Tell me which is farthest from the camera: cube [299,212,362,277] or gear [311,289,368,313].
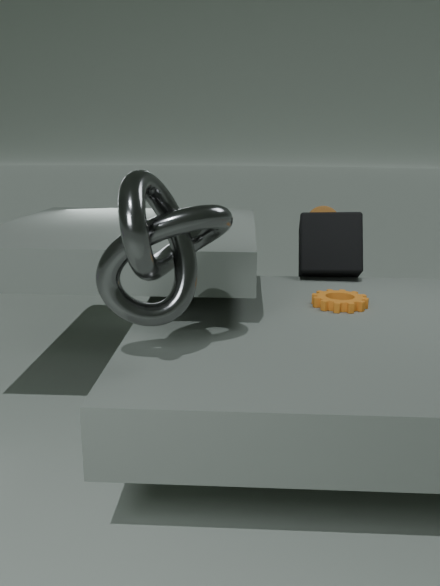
cube [299,212,362,277]
